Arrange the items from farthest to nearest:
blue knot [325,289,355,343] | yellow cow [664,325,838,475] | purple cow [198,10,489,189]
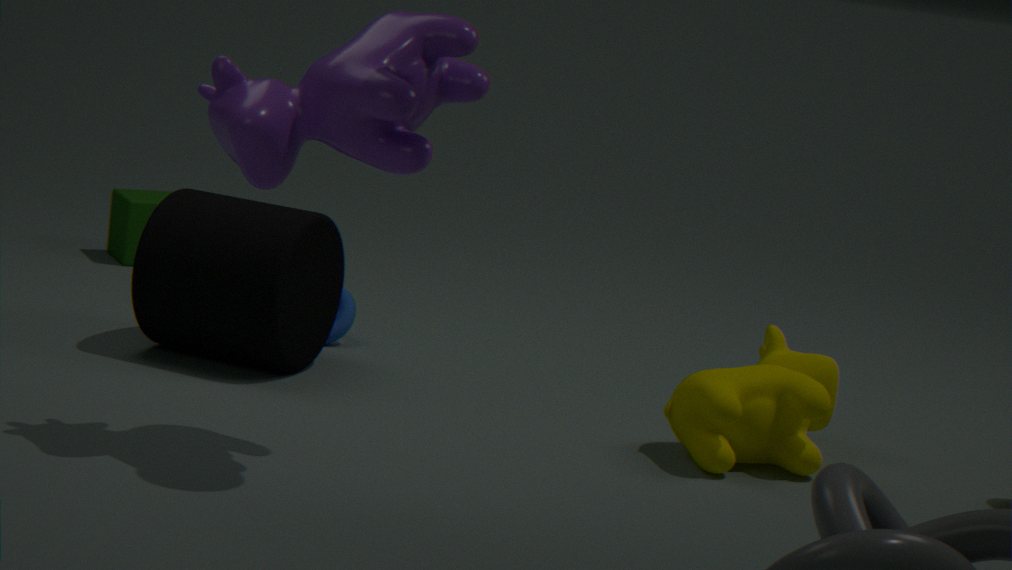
blue knot [325,289,355,343] < yellow cow [664,325,838,475] < purple cow [198,10,489,189]
